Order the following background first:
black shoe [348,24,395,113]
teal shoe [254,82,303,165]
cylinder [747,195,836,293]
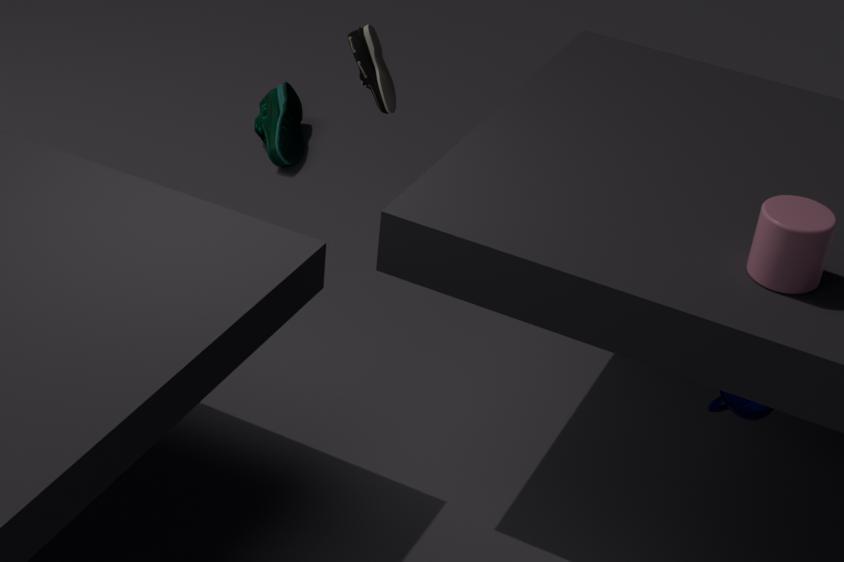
1. teal shoe [254,82,303,165]
2. black shoe [348,24,395,113]
3. cylinder [747,195,836,293]
